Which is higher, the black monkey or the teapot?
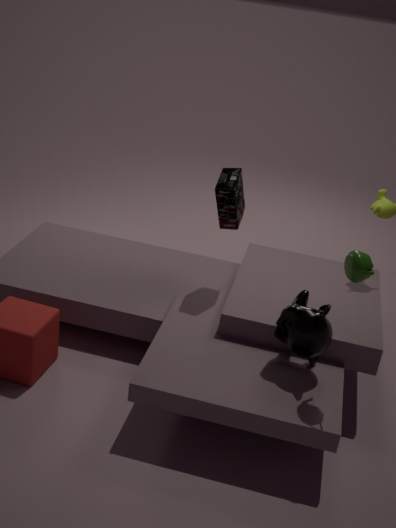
the teapot
